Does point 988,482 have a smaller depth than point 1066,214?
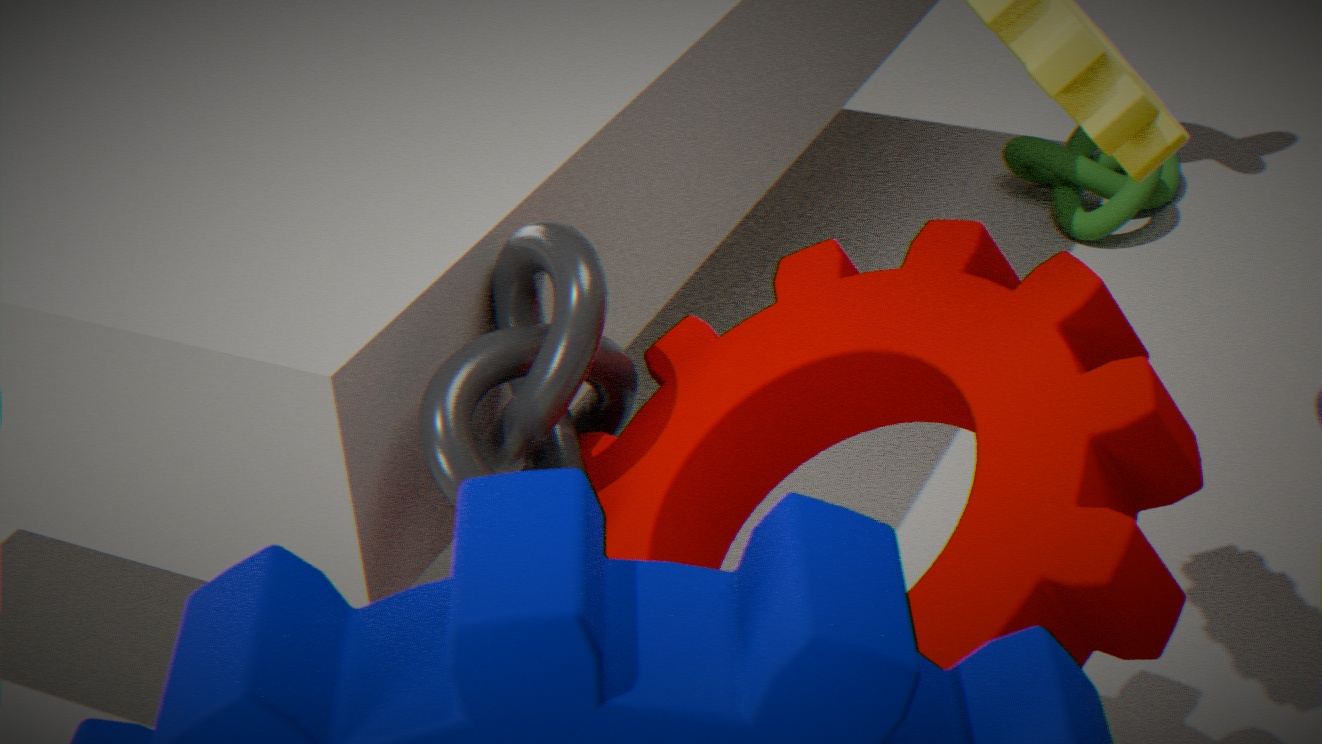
Yes
